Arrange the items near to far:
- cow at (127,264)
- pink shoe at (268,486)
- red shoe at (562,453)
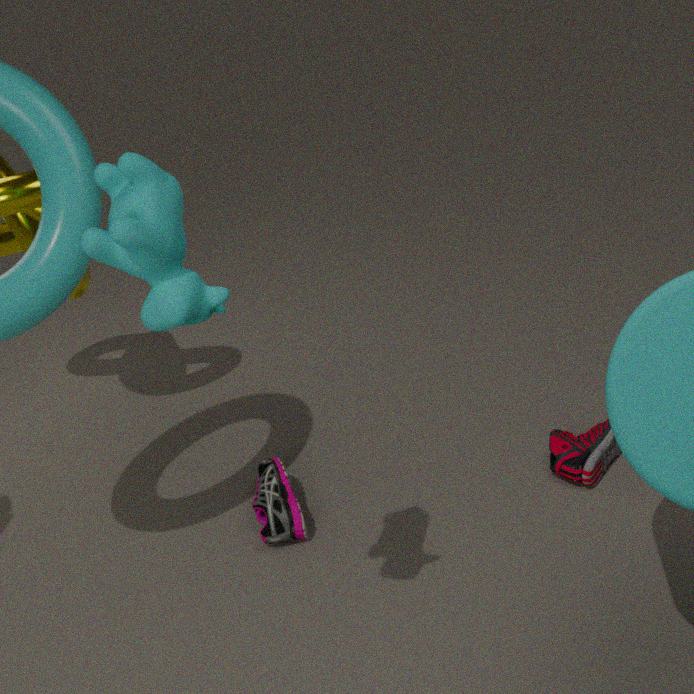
cow at (127,264) < pink shoe at (268,486) < red shoe at (562,453)
